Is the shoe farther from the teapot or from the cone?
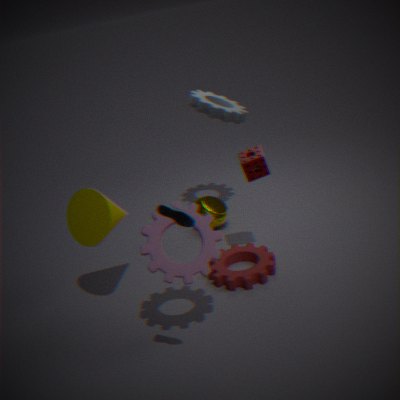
the teapot
